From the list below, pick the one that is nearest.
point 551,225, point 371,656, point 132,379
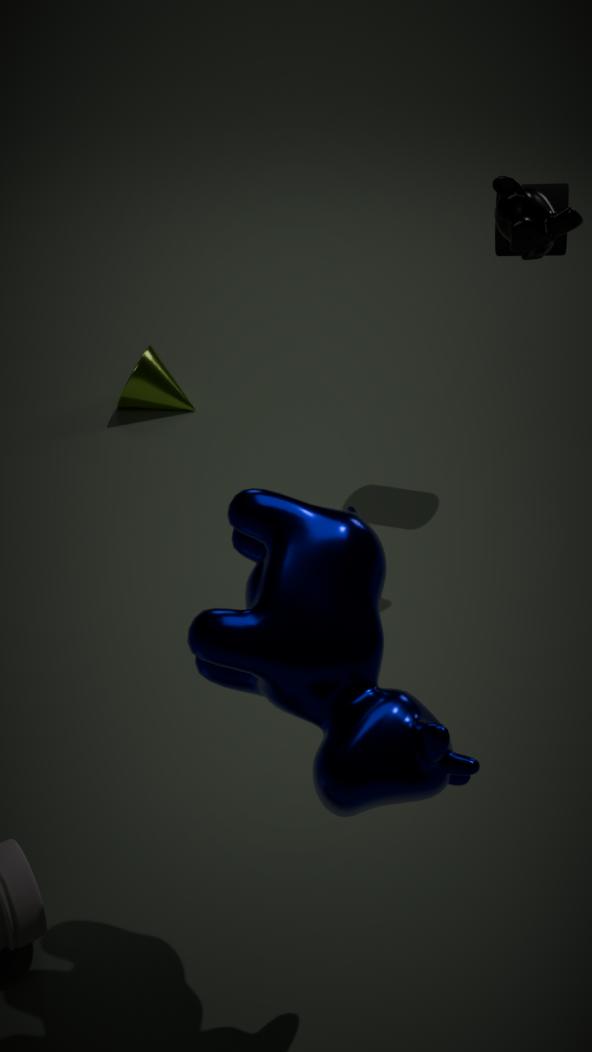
point 371,656
